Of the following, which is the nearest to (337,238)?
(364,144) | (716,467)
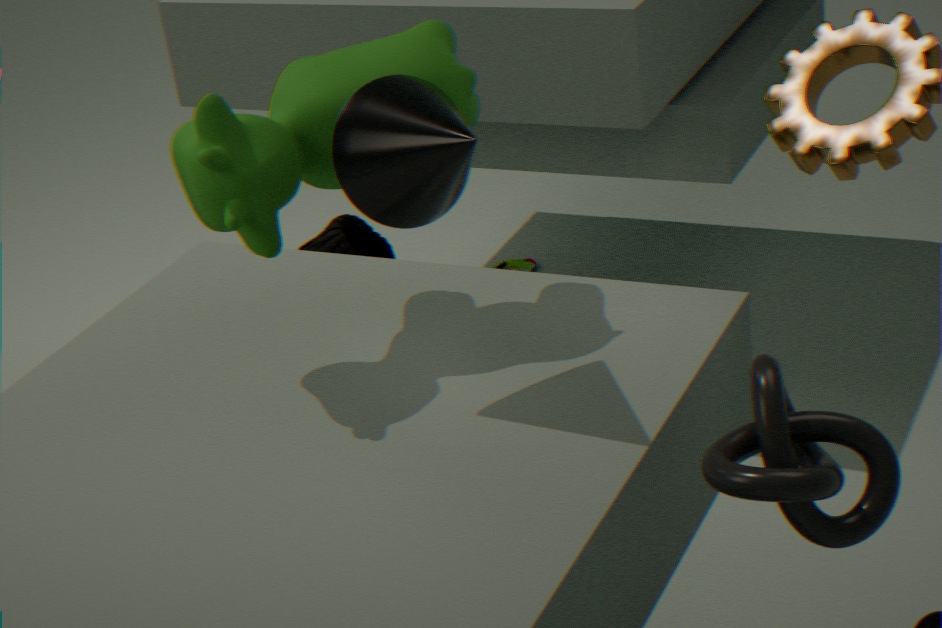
(364,144)
